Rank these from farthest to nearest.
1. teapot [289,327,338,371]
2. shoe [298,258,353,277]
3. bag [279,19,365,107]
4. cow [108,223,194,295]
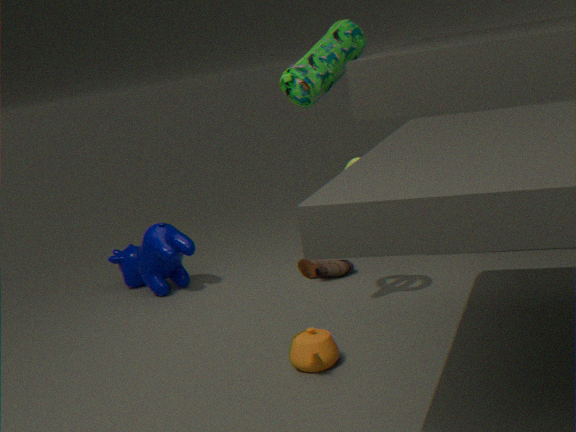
bag [279,19,365,107], cow [108,223,194,295], shoe [298,258,353,277], teapot [289,327,338,371]
